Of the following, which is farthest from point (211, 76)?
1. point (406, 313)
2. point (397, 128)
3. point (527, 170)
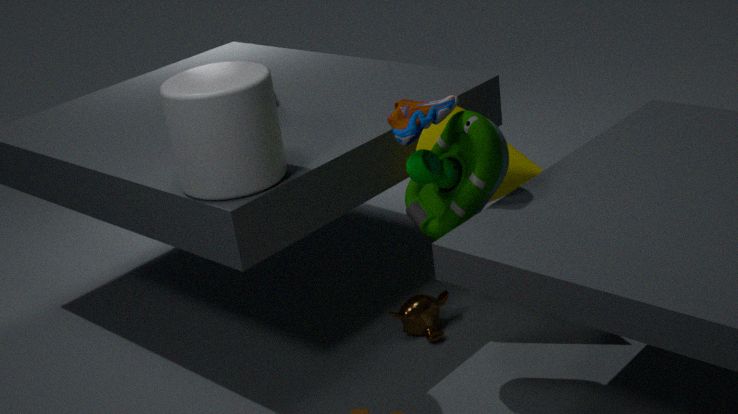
point (406, 313)
